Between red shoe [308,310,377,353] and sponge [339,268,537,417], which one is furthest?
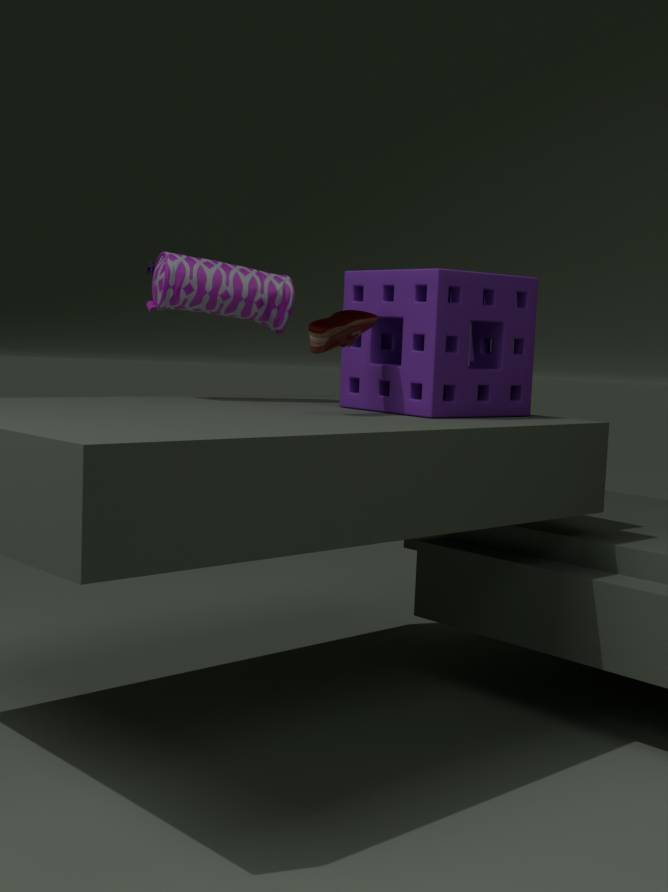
sponge [339,268,537,417]
